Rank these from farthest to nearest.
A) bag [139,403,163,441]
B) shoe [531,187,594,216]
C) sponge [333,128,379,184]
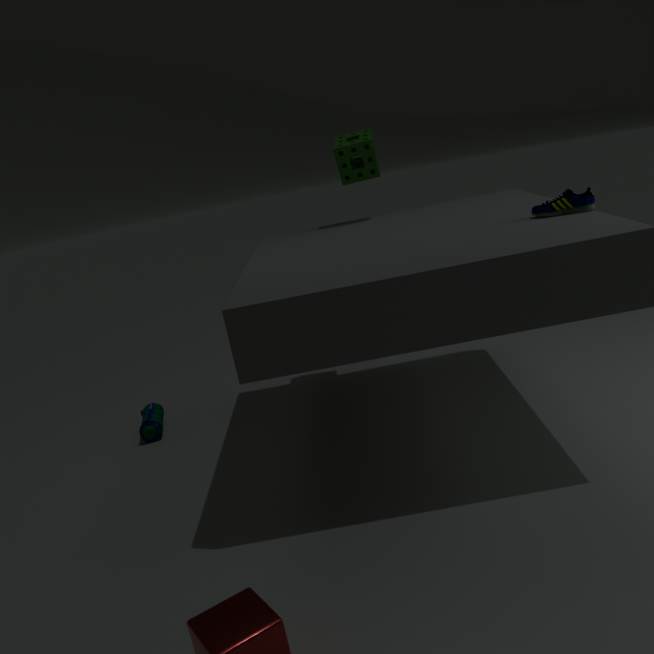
bag [139,403,163,441] < sponge [333,128,379,184] < shoe [531,187,594,216]
